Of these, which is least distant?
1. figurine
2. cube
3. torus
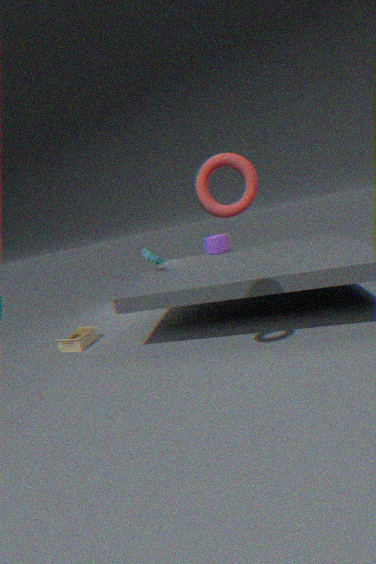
torus
